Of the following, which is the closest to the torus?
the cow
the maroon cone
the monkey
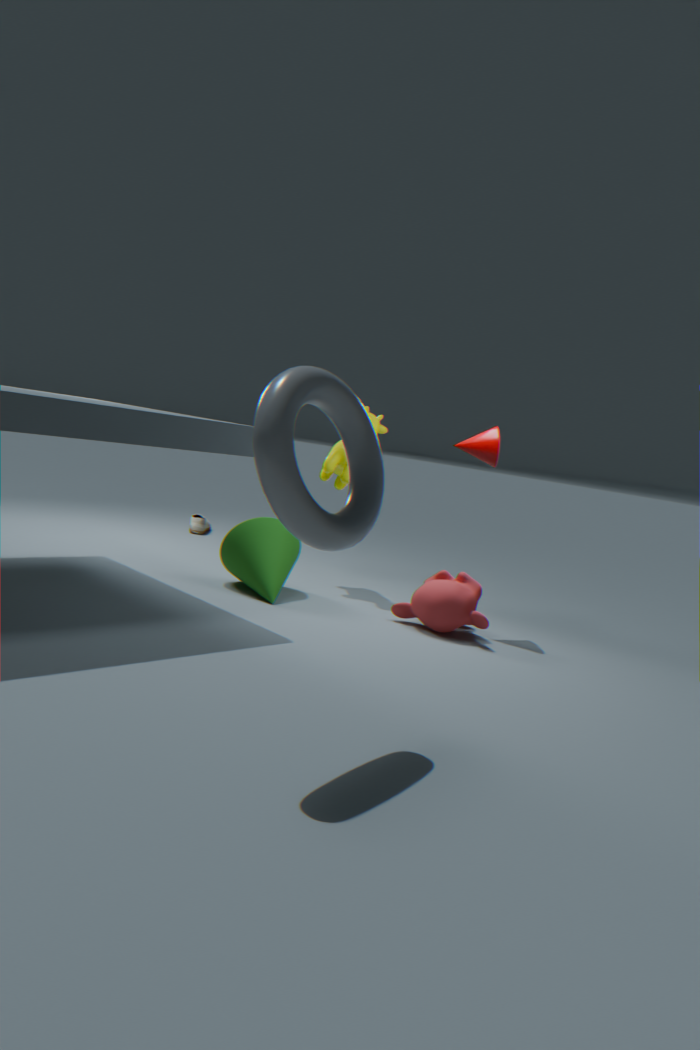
the monkey
